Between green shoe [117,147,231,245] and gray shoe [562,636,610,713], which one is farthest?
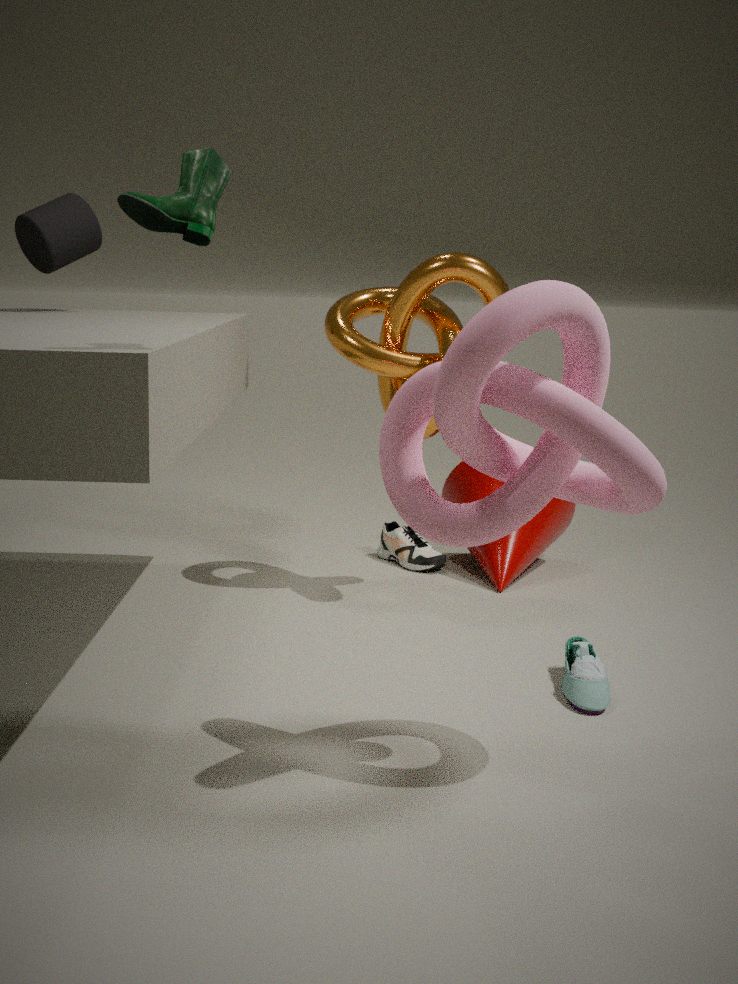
gray shoe [562,636,610,713]
